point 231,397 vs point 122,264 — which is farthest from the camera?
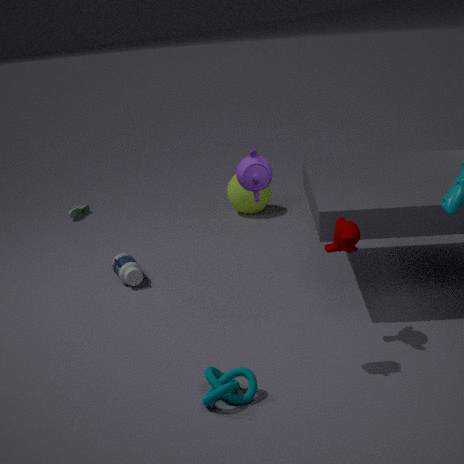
point 122,264
